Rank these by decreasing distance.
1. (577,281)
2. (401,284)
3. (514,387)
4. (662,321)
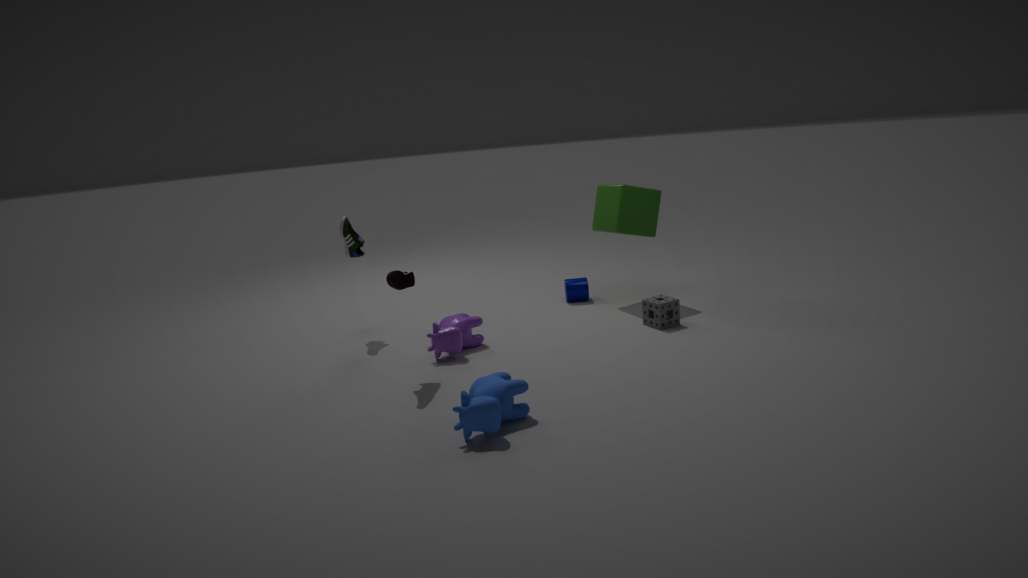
1. (577,281)
2. (662,321)
3. (401,284)
4. (514,387)
